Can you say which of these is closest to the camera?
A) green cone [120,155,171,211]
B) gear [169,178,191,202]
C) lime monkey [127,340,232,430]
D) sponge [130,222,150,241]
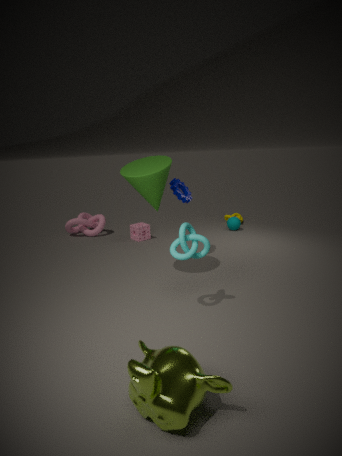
C. lime monkey [127,340,232,430]
